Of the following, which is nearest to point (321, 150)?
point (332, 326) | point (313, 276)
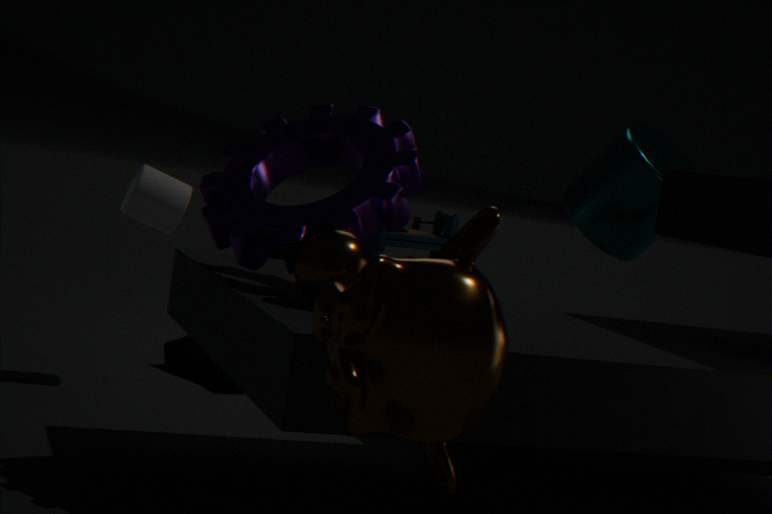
point (313, 276)
